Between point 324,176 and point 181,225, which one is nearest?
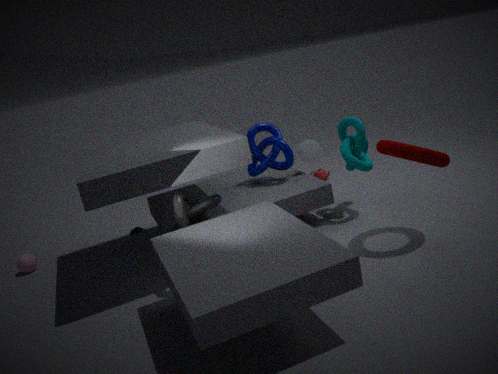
point 181,225
